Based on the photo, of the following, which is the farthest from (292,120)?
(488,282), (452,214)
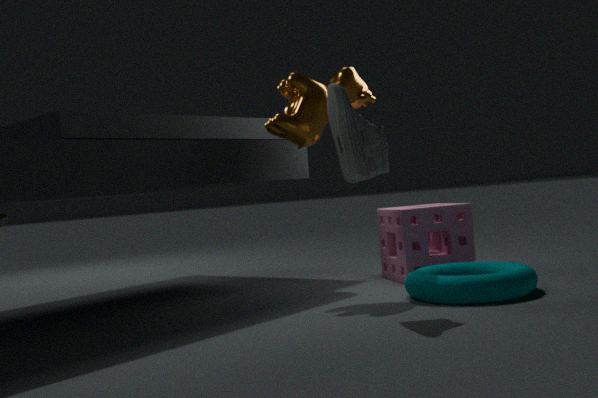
(488,282)
